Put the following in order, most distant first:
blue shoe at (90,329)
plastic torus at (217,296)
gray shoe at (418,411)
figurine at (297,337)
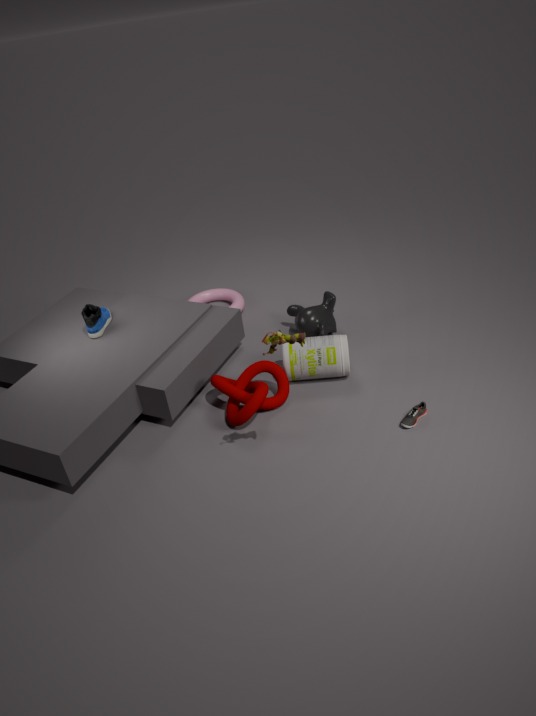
1. plastic torus at (217,296)
2. blue shoe at (90,329)
3. gray shoe at (418,411)
4. figurine at (297,337)
